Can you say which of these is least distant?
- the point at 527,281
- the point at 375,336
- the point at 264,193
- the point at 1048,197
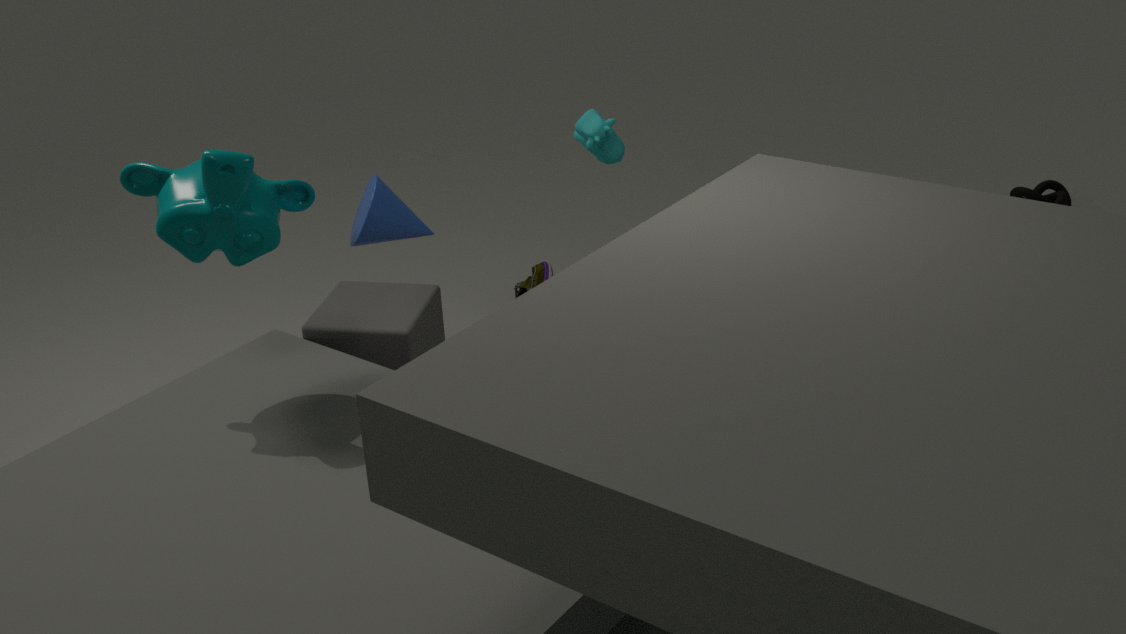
the point at 264,193
